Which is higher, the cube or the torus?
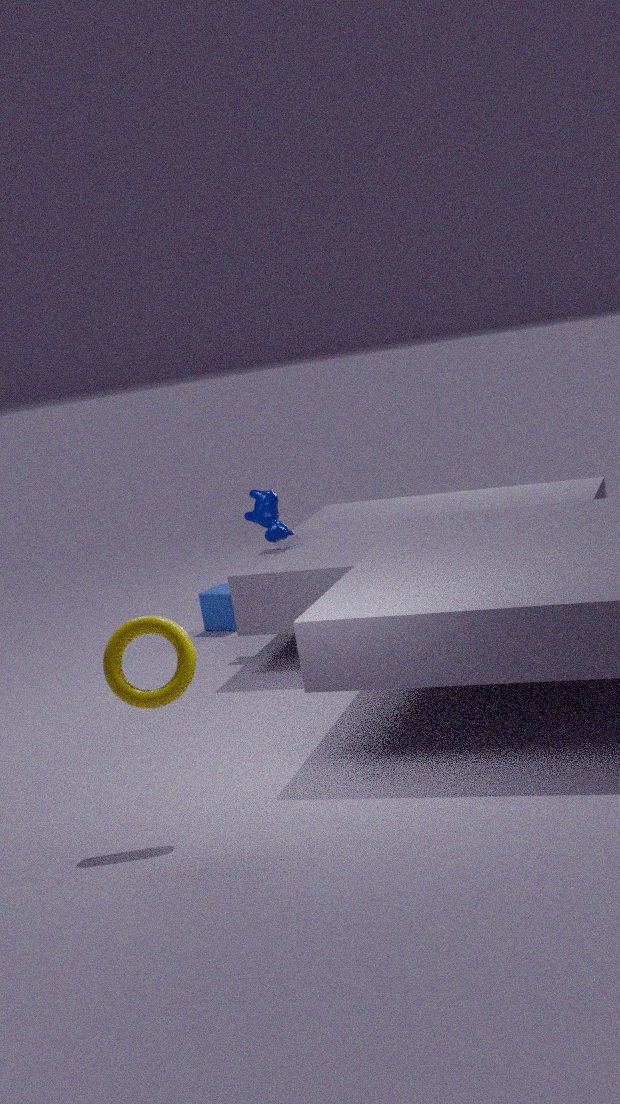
the torus
